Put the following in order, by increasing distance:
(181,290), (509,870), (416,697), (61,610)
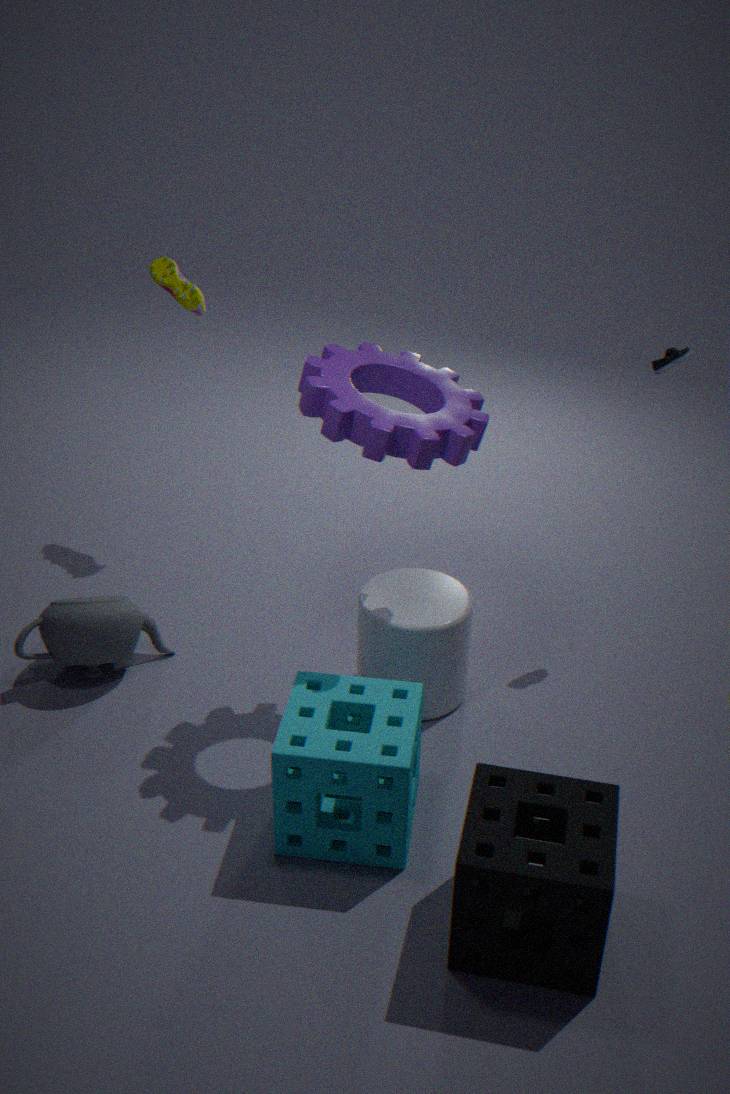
(509,870), (416,697), (61,610), (181,290)
